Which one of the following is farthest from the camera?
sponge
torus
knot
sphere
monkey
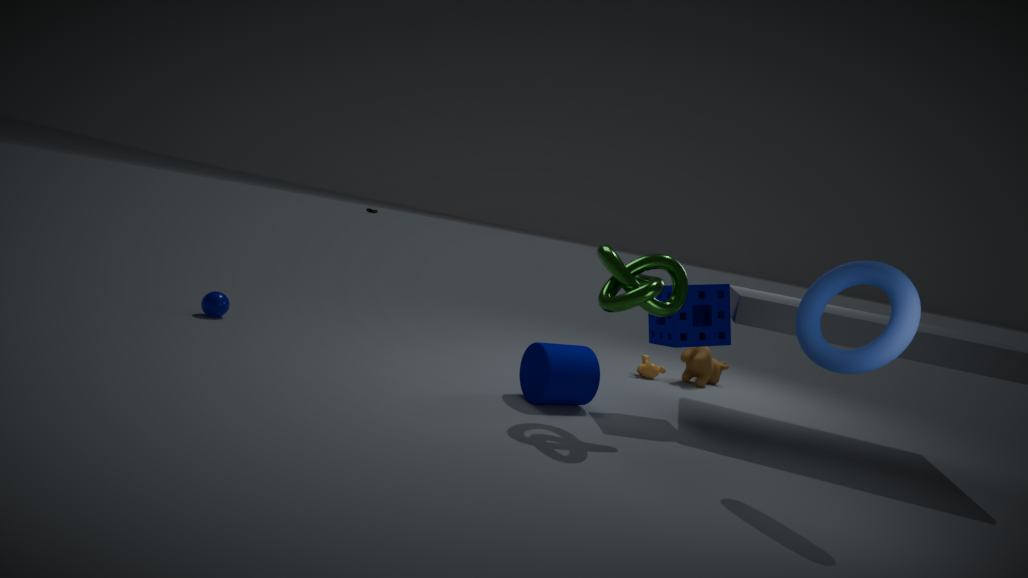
monkey
